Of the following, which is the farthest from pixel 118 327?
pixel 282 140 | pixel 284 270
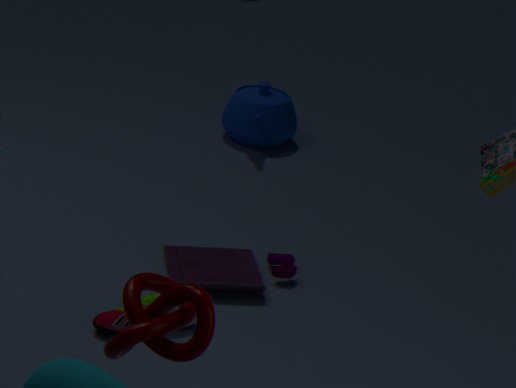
pixel 282 140
